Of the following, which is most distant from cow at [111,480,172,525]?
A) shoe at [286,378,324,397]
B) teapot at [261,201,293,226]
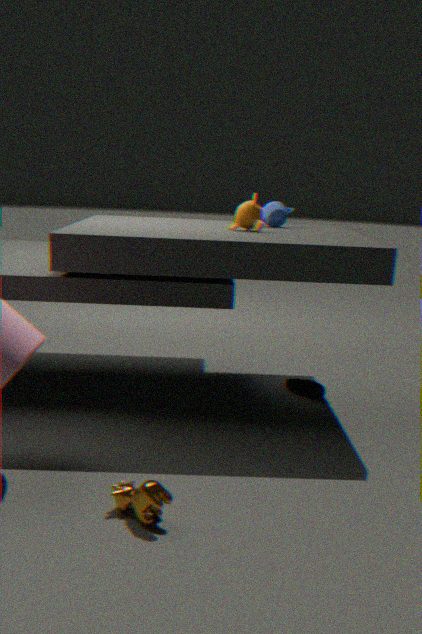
teapot at [261,201,293,226]
